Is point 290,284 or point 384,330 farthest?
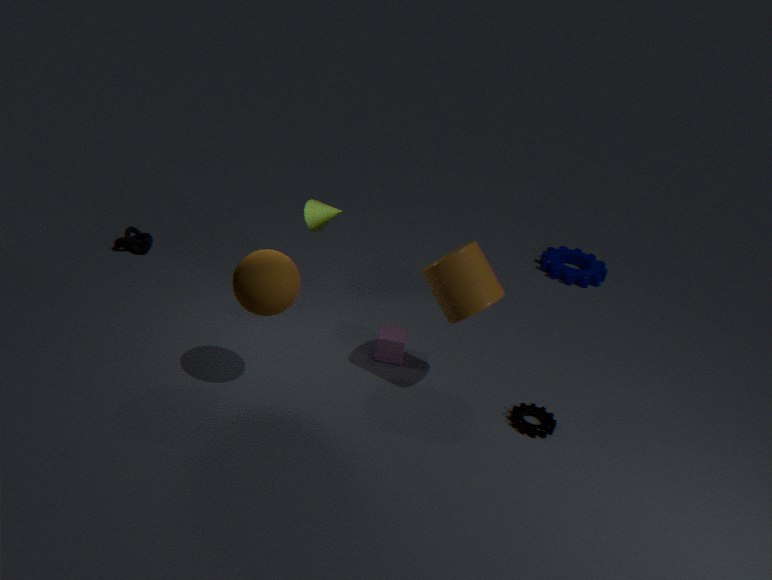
point 384,330
